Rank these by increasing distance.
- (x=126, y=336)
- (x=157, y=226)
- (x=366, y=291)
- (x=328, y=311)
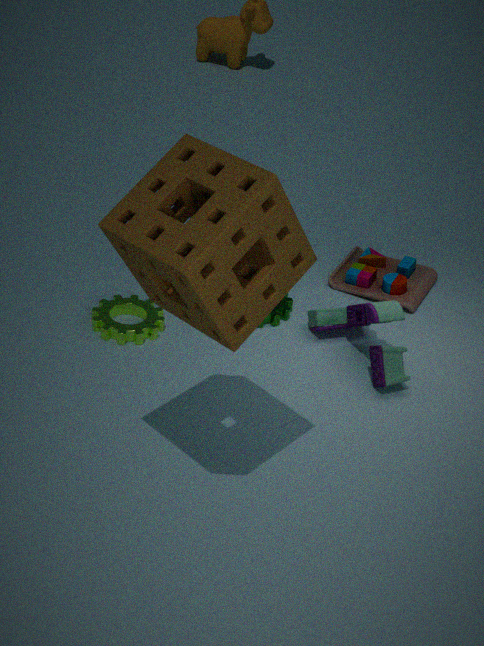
(x=157, y=226) → (x=126, y=336) → (x=328, y=311) → (x=366, y=291)
